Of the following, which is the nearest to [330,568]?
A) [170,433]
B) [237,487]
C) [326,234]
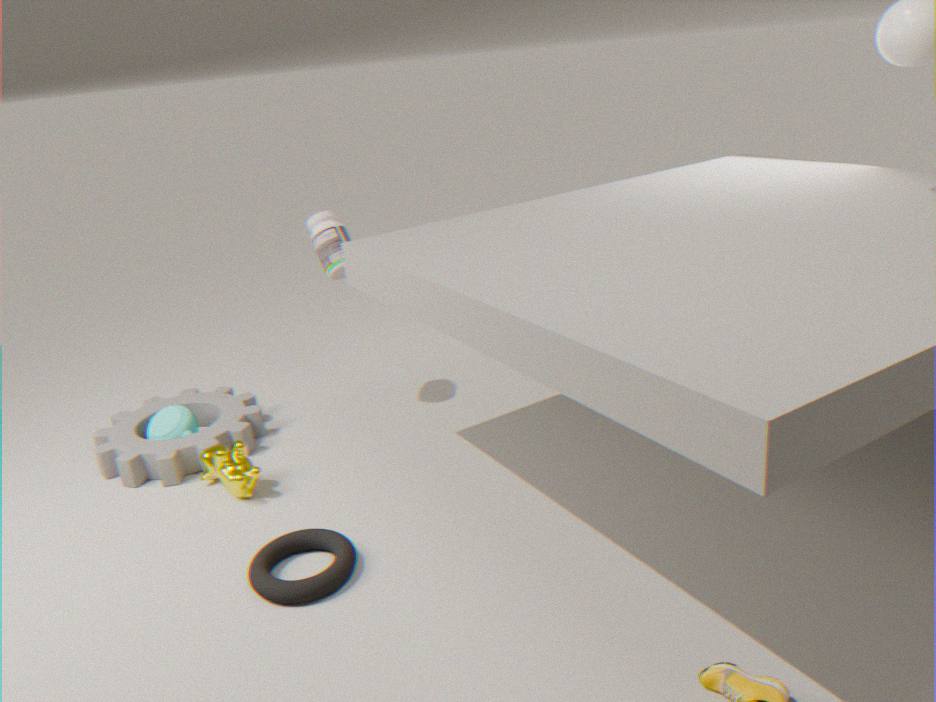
[237,487]
